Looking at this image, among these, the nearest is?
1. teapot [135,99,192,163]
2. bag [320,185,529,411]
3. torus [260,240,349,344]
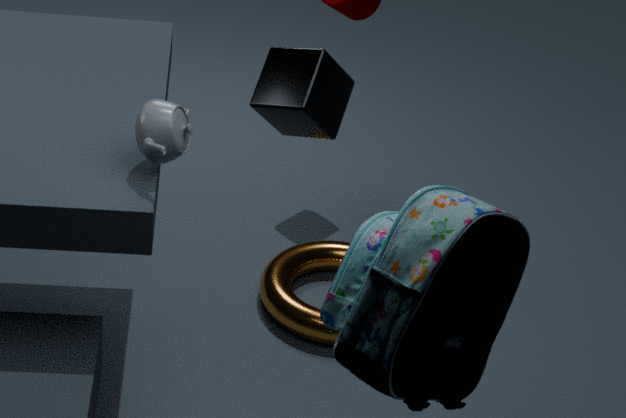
bag [320,185,529,411]
